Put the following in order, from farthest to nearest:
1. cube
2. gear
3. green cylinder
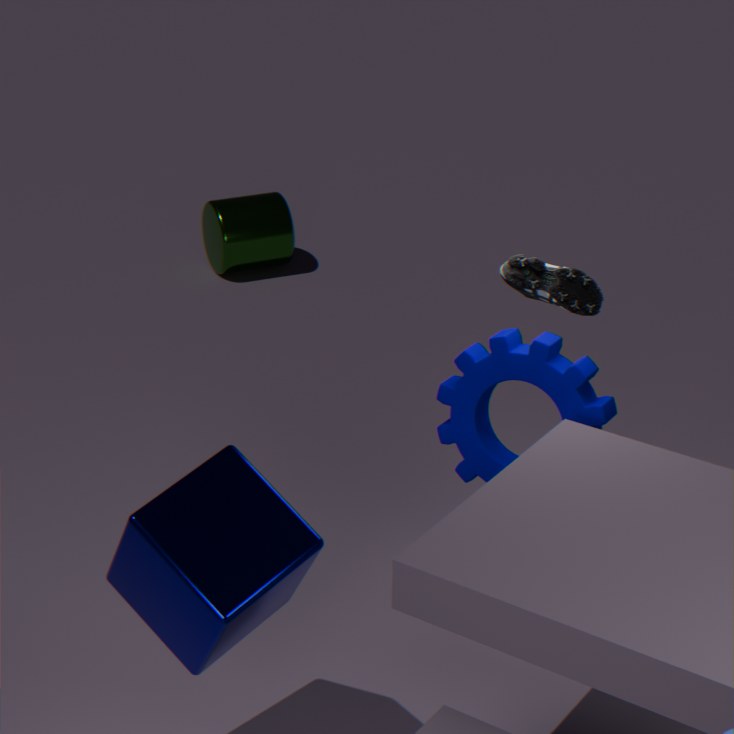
green cylinder
gear
cube
